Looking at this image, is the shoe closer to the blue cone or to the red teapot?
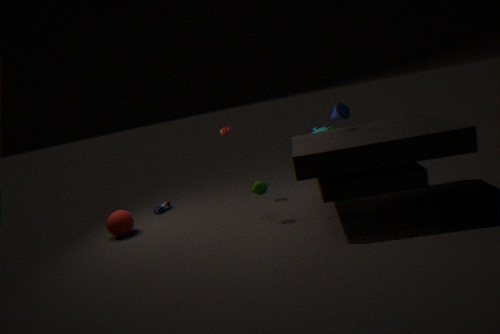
the red teapot
